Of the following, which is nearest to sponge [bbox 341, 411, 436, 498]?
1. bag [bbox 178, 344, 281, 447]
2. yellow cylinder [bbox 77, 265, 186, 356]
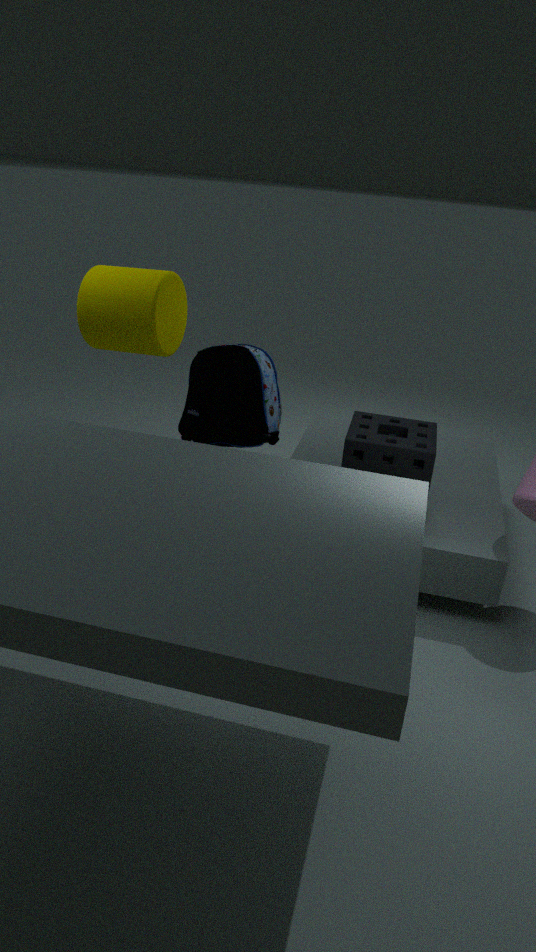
bag [bbox 178, 344, 281, 447]
